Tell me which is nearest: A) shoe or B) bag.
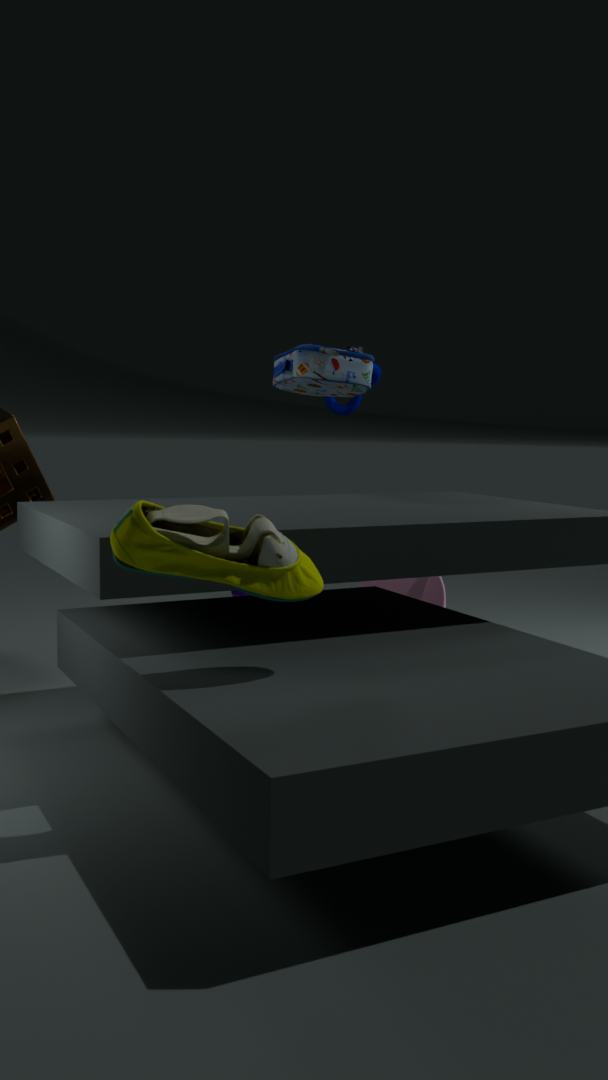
A. shoe
